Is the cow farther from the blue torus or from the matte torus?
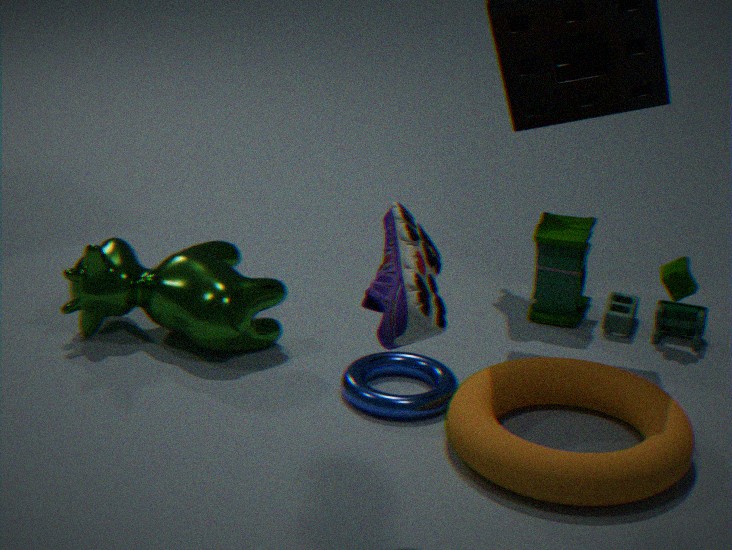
the matte torus
